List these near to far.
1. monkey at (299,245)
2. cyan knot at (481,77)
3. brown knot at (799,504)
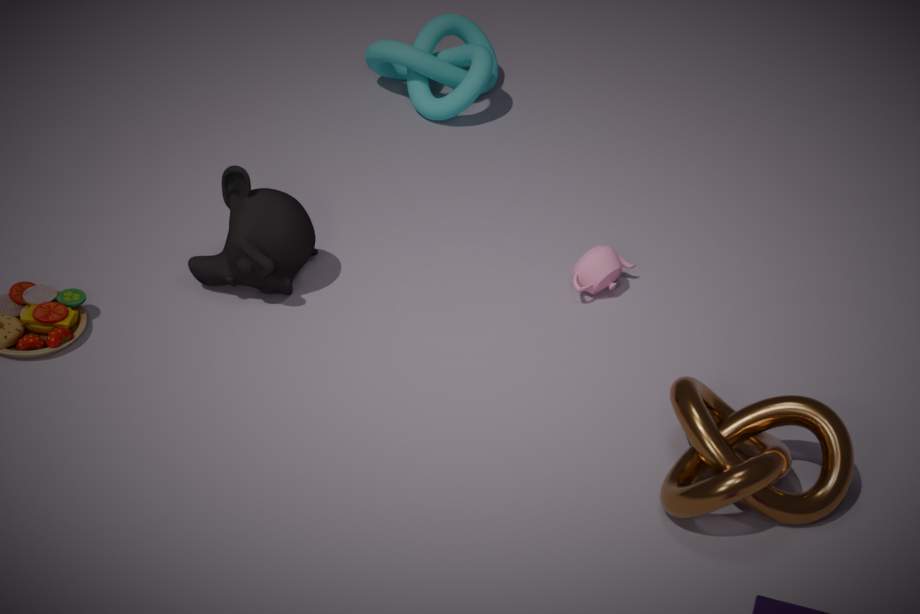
brown knot at (799,504) < monkey at (299,245) < cyan knot at (481,77)
